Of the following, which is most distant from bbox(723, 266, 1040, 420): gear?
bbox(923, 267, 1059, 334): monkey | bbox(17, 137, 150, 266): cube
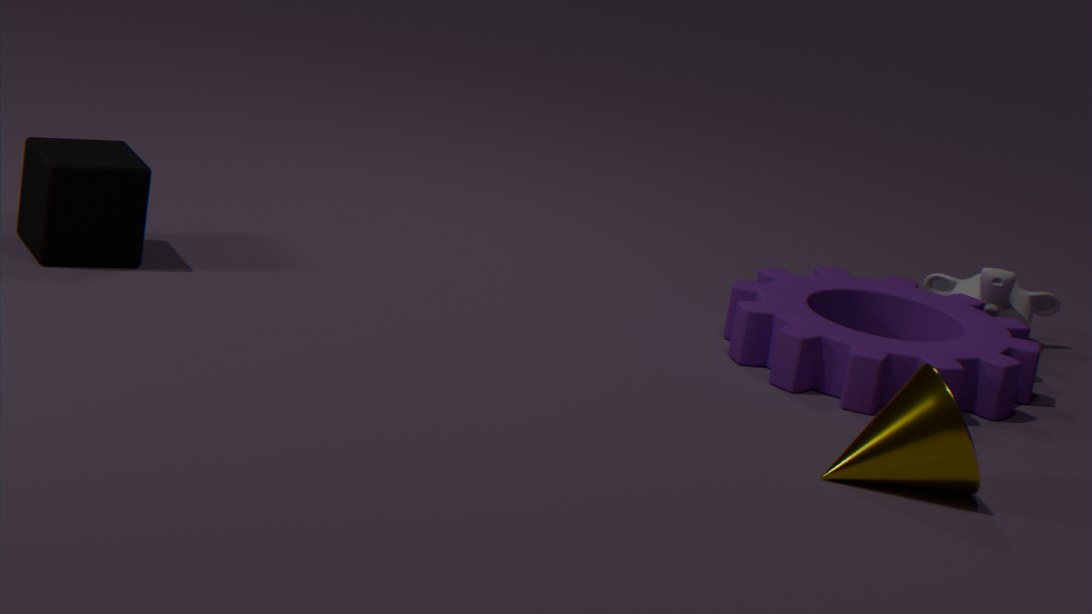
bbox(17, 137, 150, 266): cube
